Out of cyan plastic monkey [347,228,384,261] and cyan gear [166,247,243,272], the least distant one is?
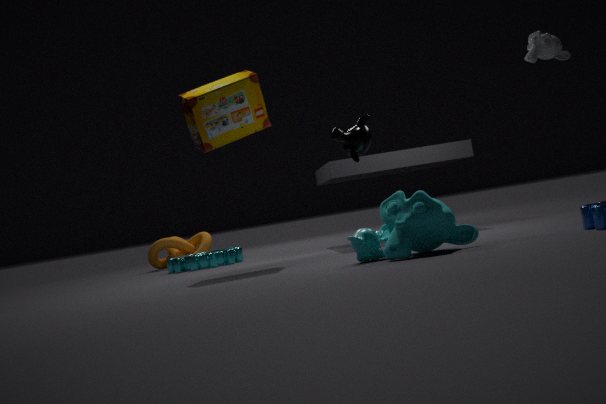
cyan plastic monkey [347,228,384,261]
